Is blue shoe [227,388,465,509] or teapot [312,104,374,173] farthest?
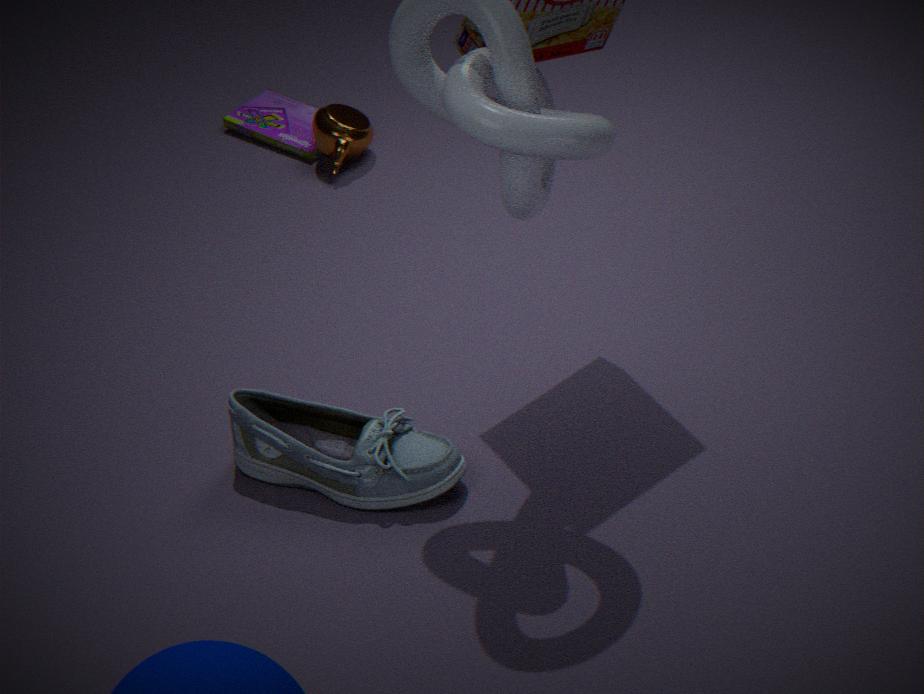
teapot [312,104,374,173]
